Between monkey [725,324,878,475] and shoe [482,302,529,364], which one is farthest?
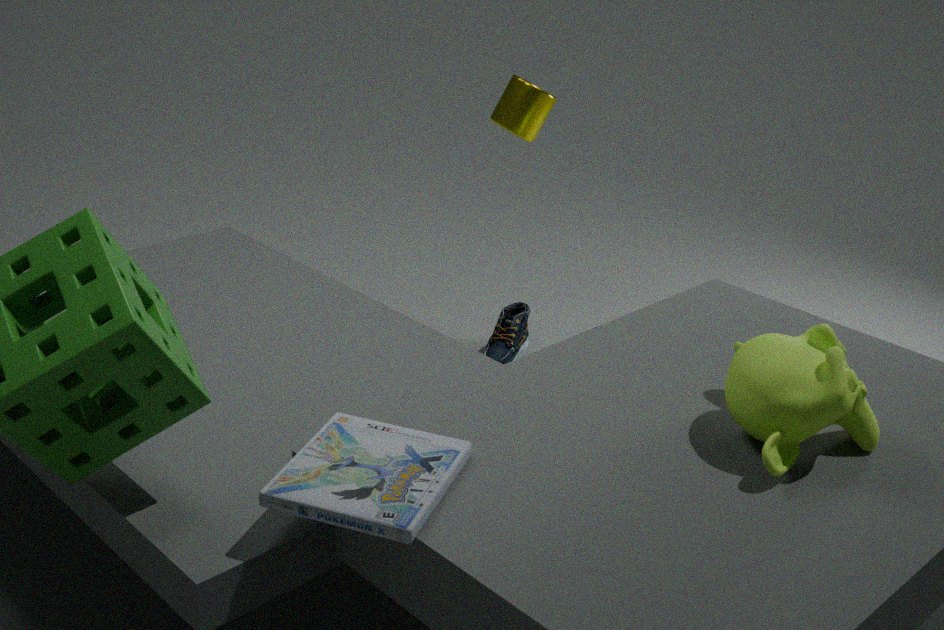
shoe [482,302,529,364]
